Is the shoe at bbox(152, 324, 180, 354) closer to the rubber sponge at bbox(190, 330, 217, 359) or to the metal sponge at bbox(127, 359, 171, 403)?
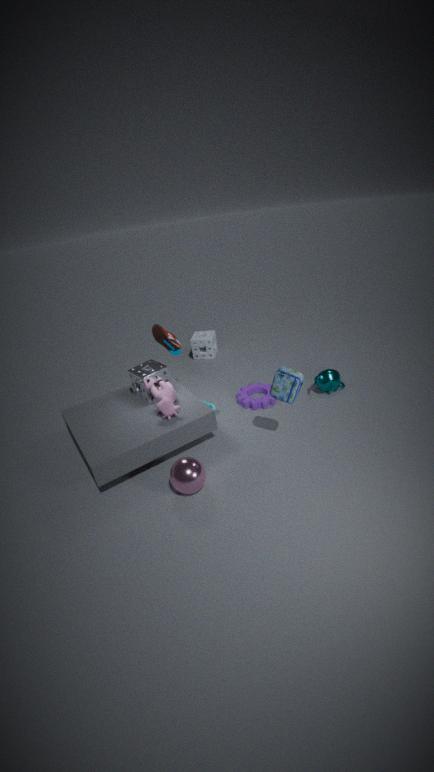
the metal sponge at bbox(127, 359, 171, 403)
